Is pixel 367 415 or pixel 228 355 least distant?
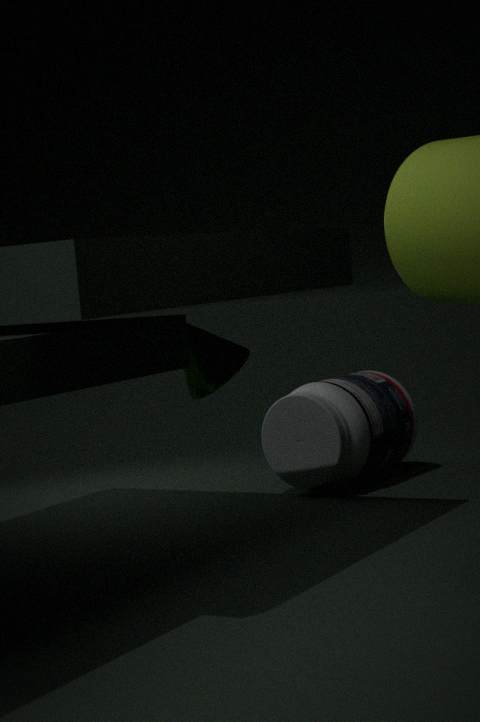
pixel 228 355
